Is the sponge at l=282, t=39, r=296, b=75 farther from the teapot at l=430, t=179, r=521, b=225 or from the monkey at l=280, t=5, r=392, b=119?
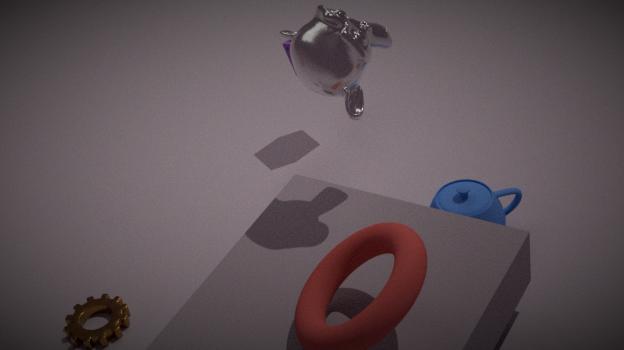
the teapot at l=430, t=179, r=521, b=225
